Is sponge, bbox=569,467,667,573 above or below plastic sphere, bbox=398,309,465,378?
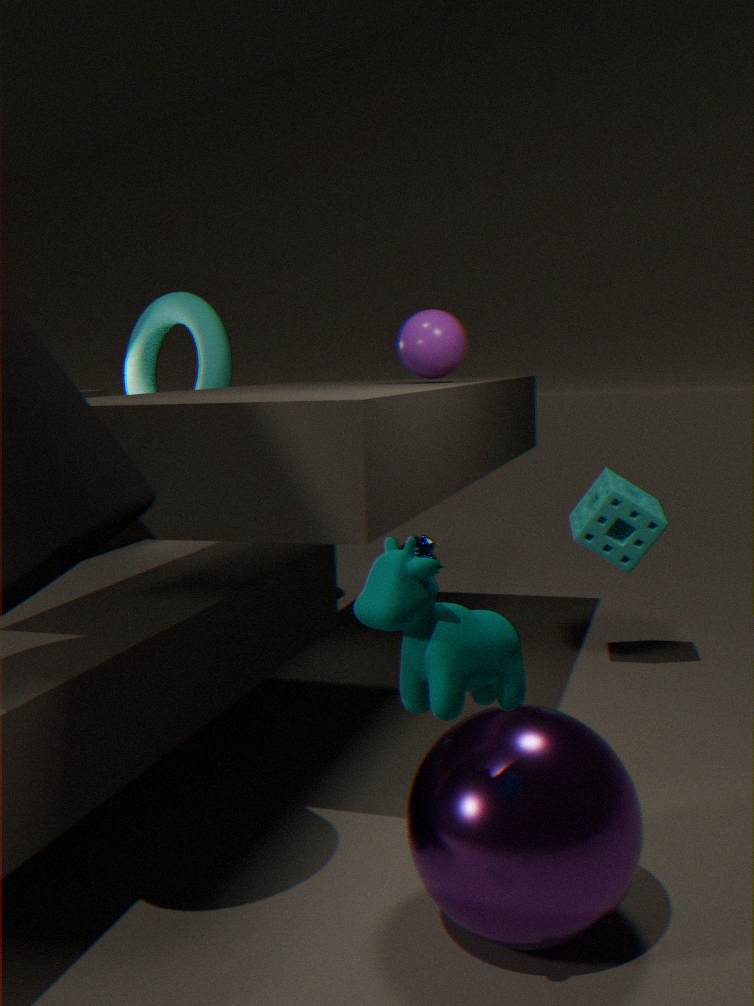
below
